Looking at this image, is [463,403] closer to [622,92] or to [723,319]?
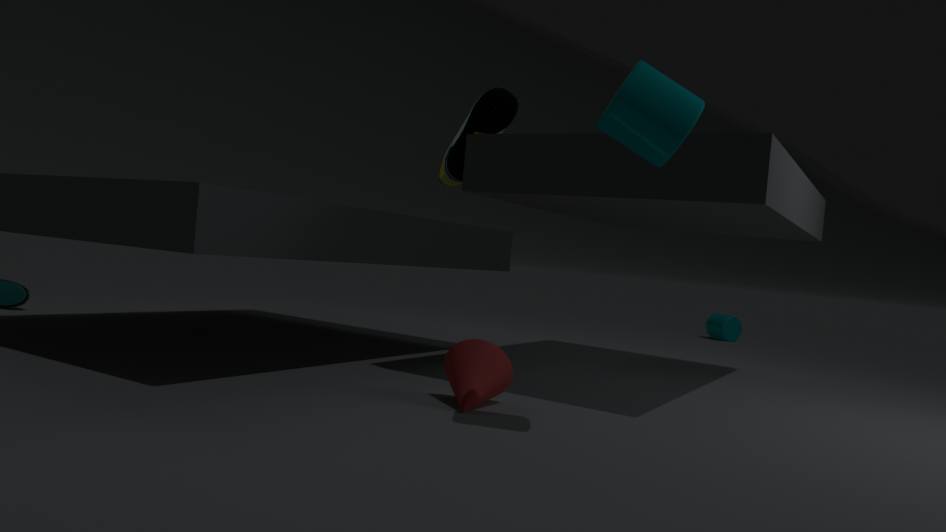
[622,92]
